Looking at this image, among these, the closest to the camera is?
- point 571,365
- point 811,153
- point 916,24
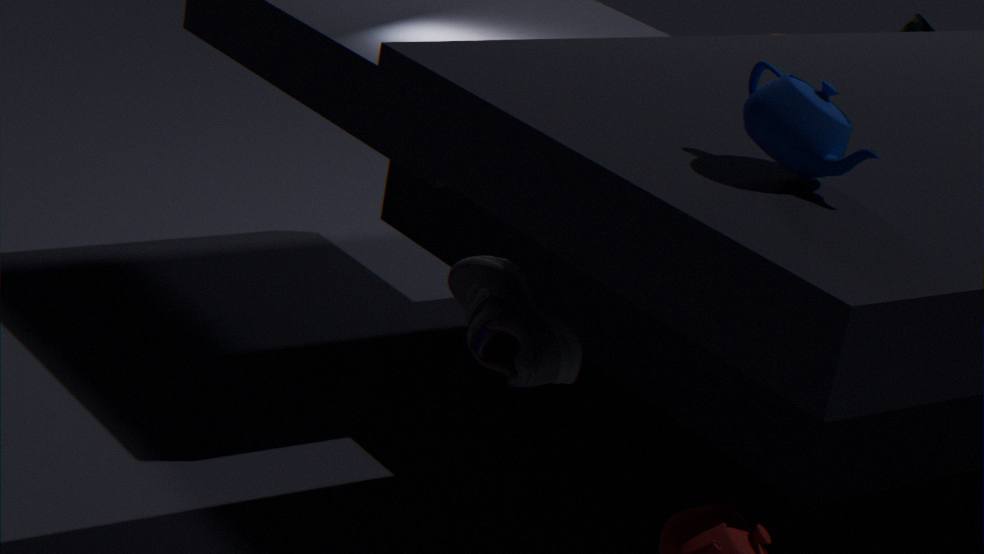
point 811,153
